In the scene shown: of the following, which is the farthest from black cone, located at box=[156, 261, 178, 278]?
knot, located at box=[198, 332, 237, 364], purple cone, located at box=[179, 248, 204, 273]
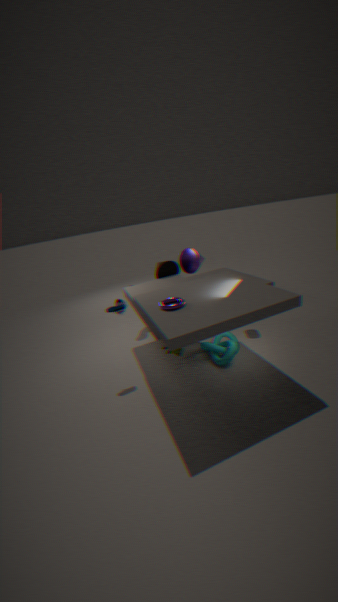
knot, located at box=[198, 332, 237, 364]
